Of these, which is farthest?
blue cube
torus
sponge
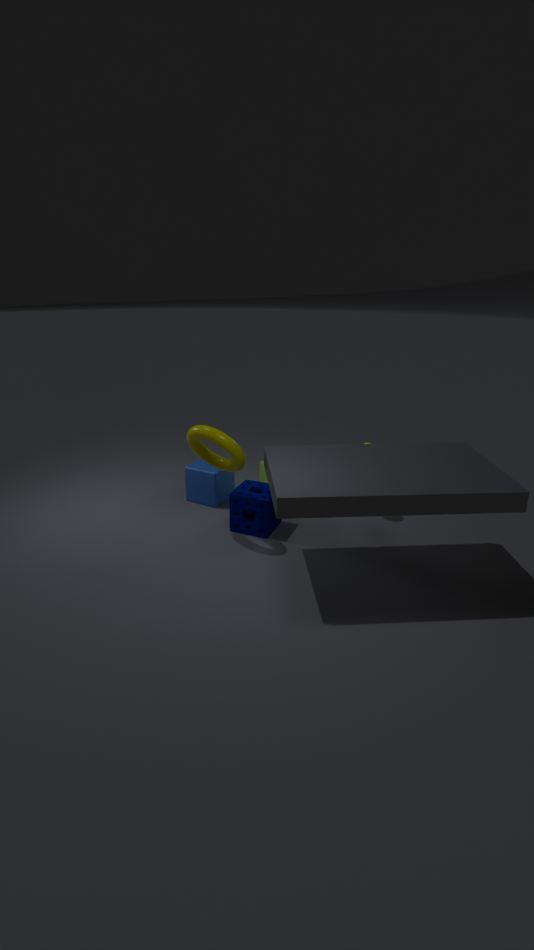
blue cube
